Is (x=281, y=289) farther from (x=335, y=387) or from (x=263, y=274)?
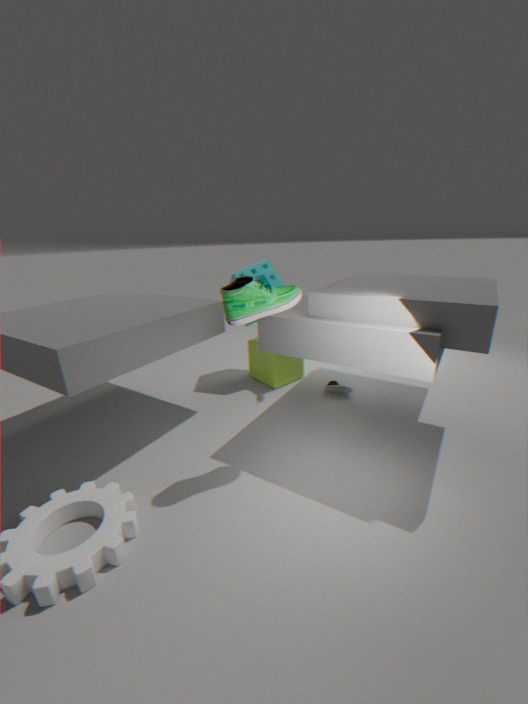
(x=335, y=387)
